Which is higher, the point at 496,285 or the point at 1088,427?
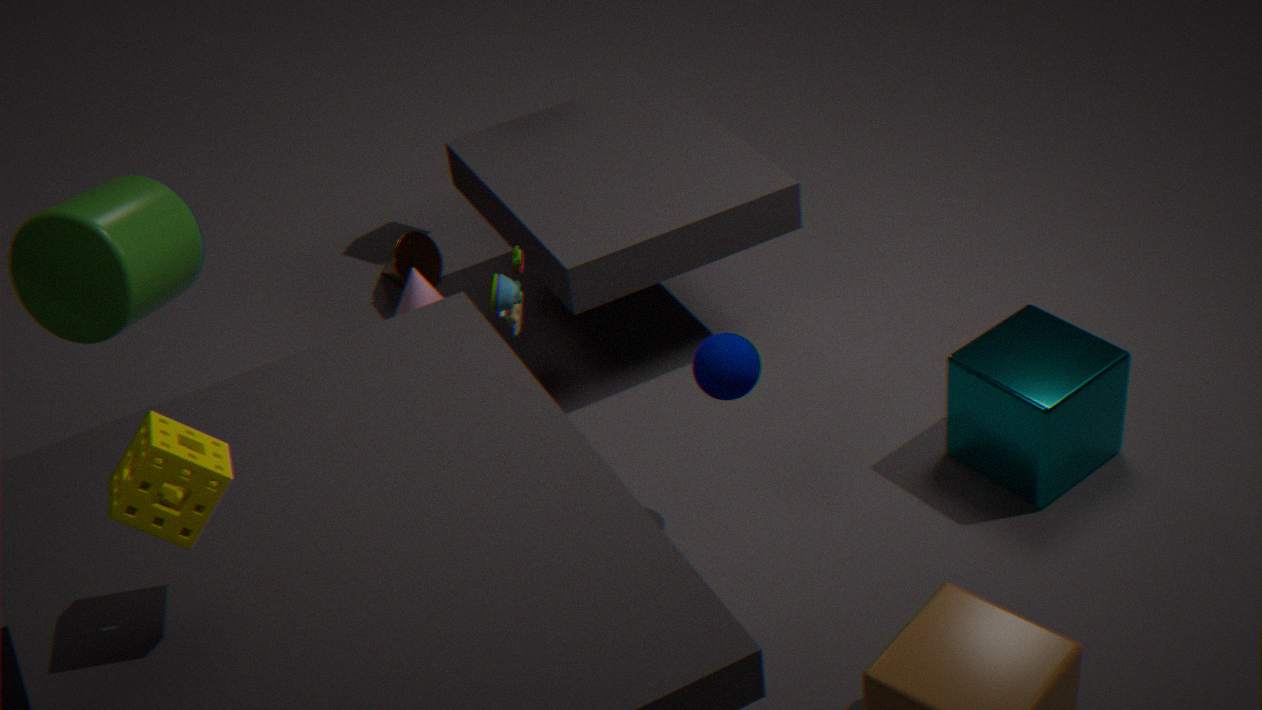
the point at 496,285
